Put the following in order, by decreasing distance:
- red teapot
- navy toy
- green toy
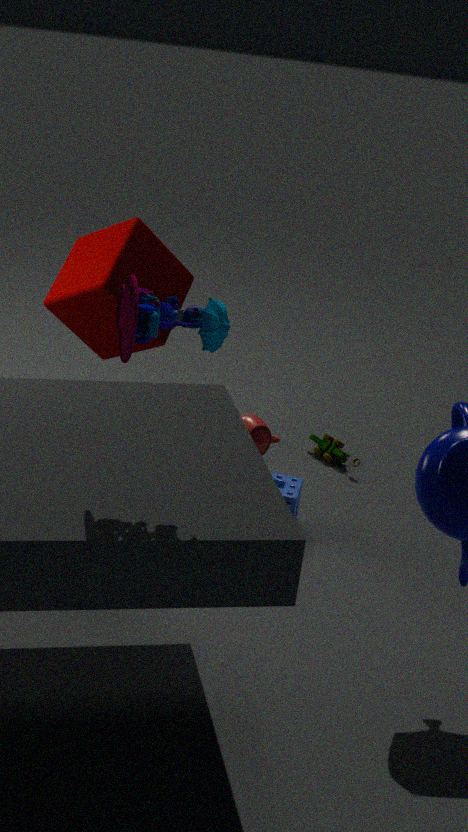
green toy, red teapot, navy toy
